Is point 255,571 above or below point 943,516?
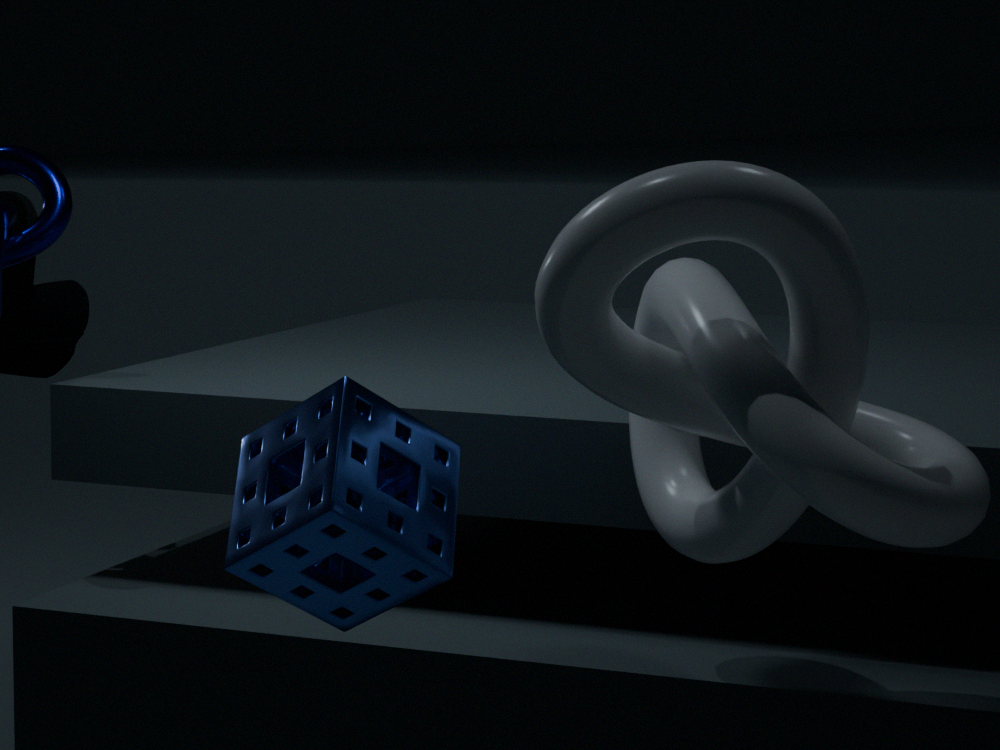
below
